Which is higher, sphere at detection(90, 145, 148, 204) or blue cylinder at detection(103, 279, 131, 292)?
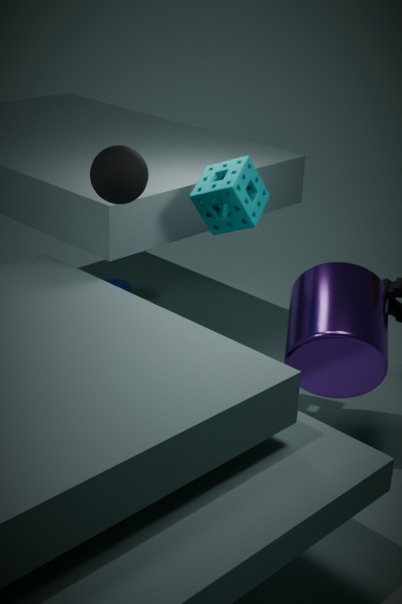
sphere at detection(90, 145, 148, 204)
